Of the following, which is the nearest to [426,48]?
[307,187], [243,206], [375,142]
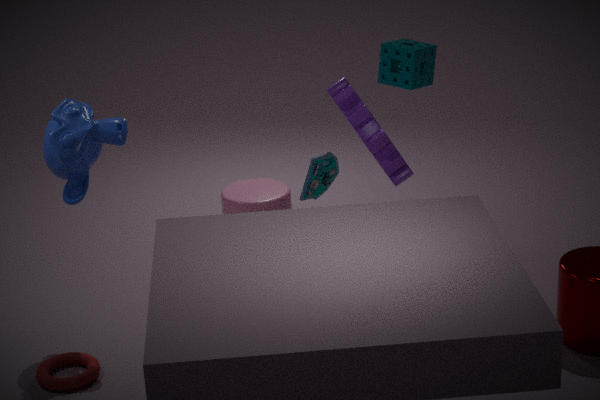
[375,142]
